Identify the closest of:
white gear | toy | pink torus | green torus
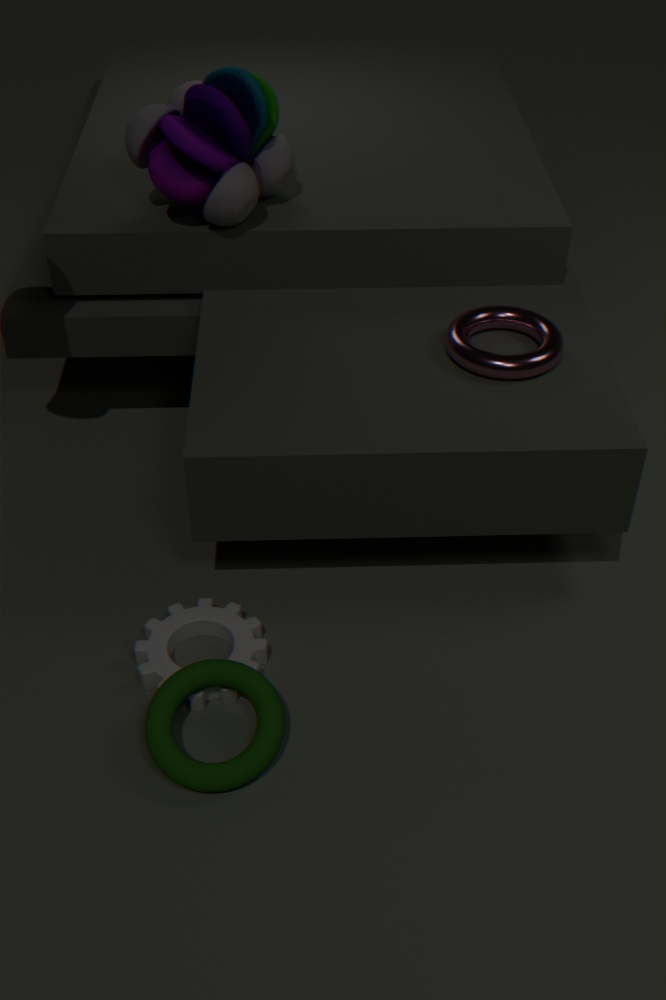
green torus
